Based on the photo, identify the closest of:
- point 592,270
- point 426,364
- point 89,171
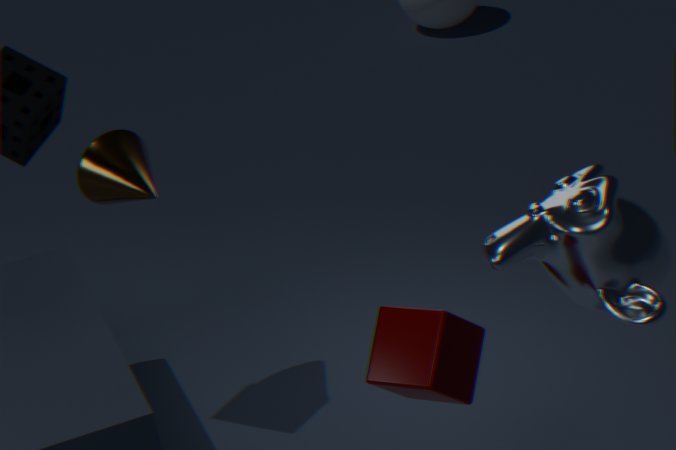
point 592,270
